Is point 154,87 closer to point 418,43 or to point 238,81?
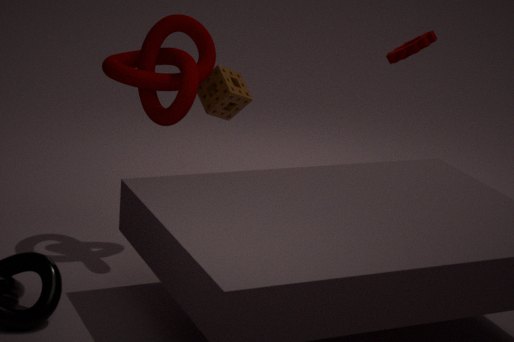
point 238,81
